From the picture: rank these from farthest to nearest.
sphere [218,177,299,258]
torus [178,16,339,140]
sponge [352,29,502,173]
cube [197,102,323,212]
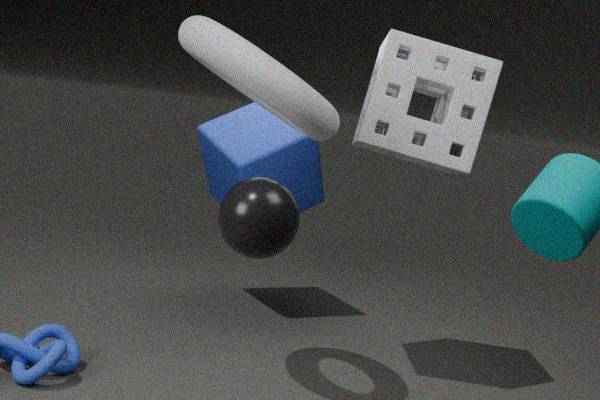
cube [197,102,323,212] < sponge [352,29,502,173] < torus [178,16,339,140] < sphere [218,177,299,258]
